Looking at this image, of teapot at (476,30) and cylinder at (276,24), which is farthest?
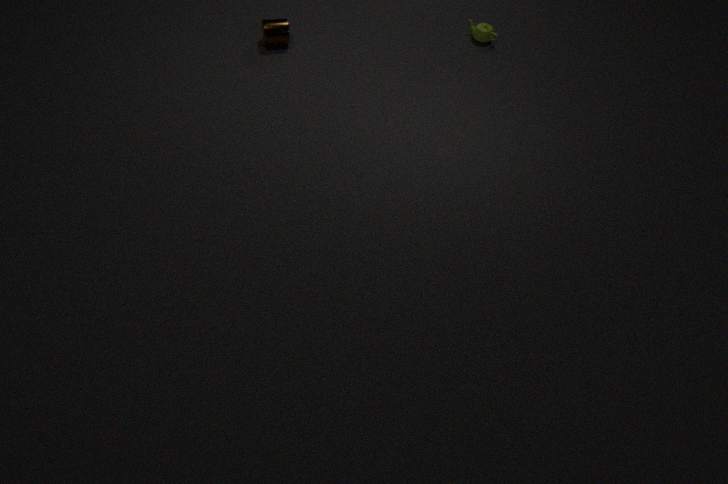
teapot at (476,30)
